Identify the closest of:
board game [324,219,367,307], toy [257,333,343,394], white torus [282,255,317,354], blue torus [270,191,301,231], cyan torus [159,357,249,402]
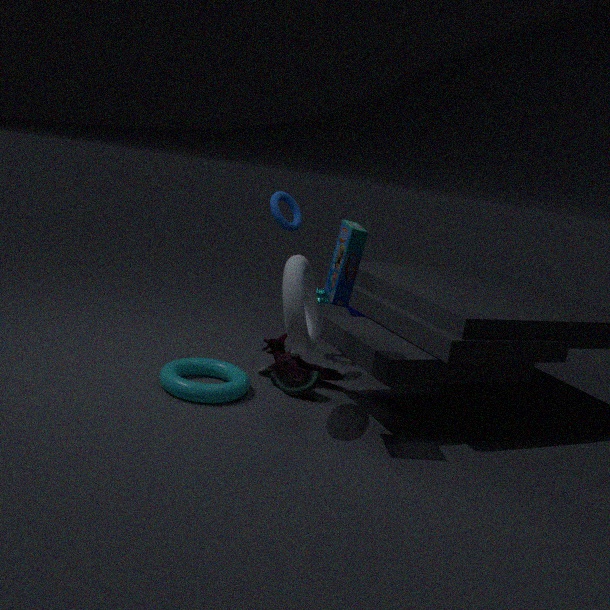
board game [324,219,367,307]
